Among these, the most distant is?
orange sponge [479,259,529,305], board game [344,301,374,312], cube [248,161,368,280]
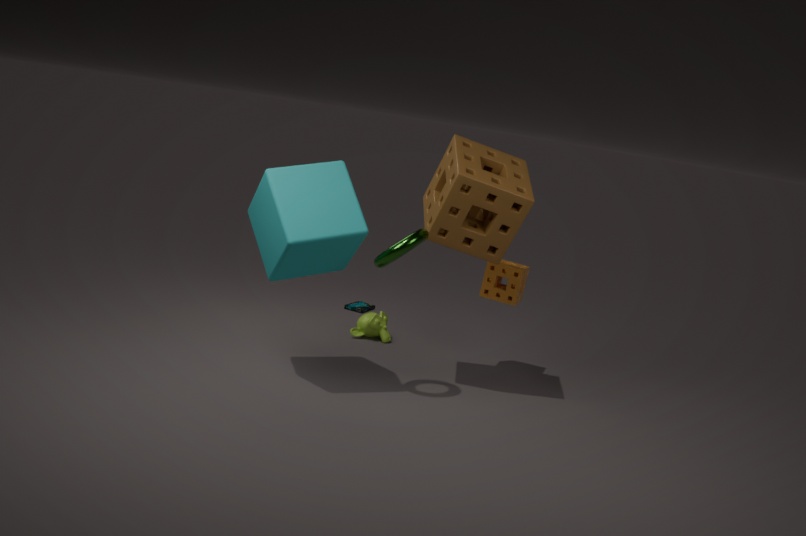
board game [344,301,374,312]
